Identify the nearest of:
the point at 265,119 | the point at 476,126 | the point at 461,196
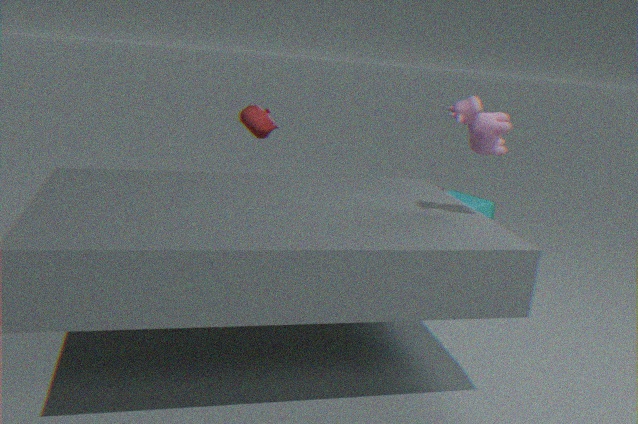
the point at 476,126
